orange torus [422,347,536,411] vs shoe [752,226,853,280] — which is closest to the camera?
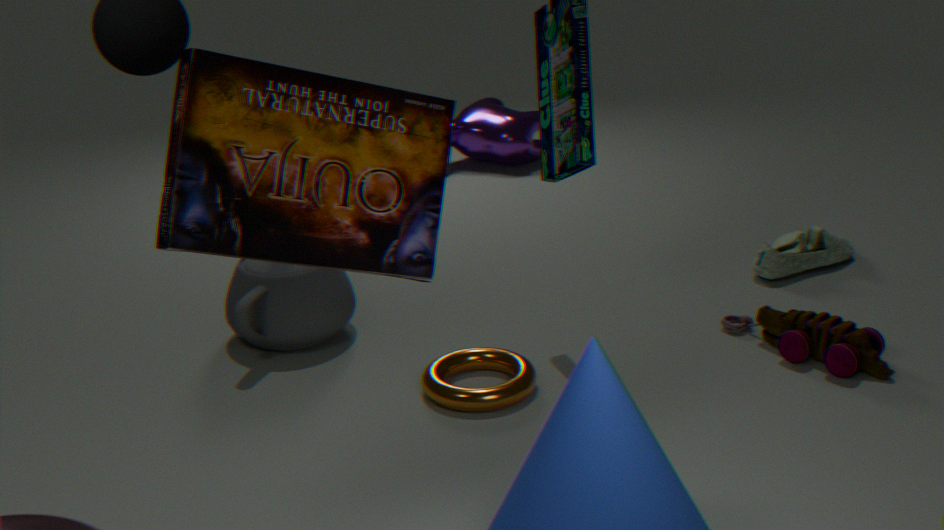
orange torus [422,347,536,411]
